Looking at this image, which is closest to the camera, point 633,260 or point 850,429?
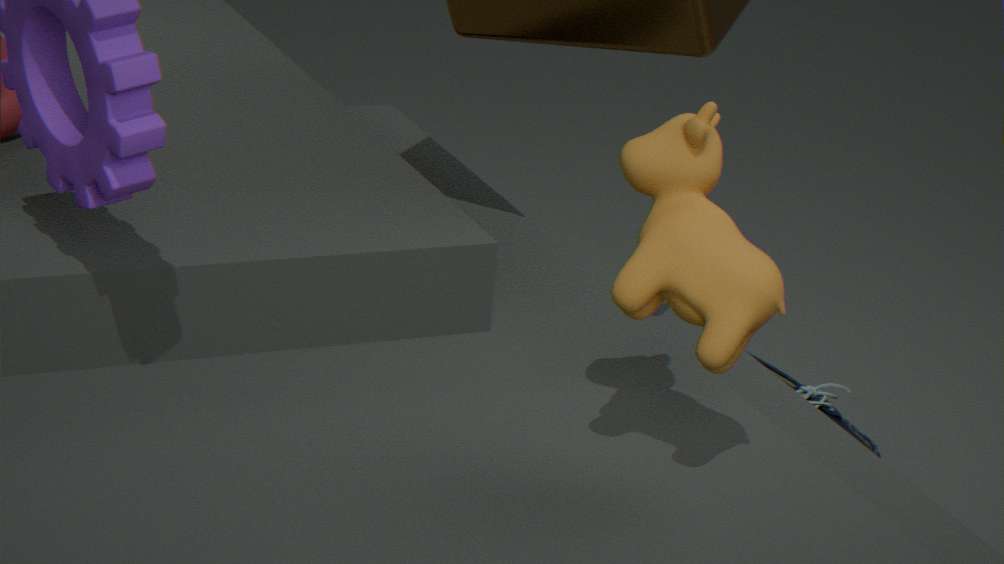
point 633,260
